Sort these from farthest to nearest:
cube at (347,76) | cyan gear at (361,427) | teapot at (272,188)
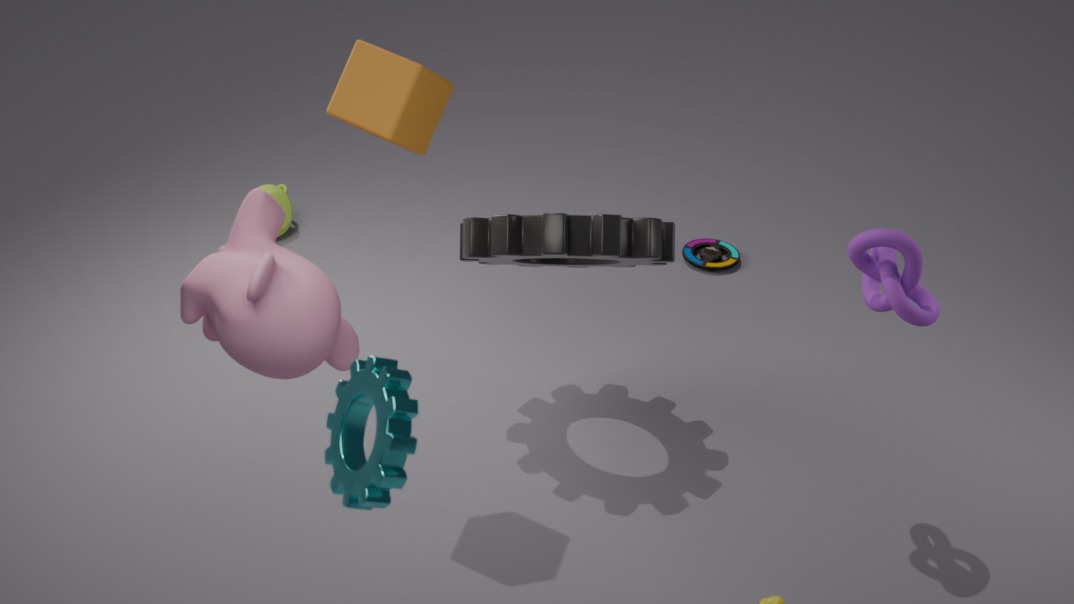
teapot at (272,188)
cube at (347,76)
cyan gear at (361,427)
